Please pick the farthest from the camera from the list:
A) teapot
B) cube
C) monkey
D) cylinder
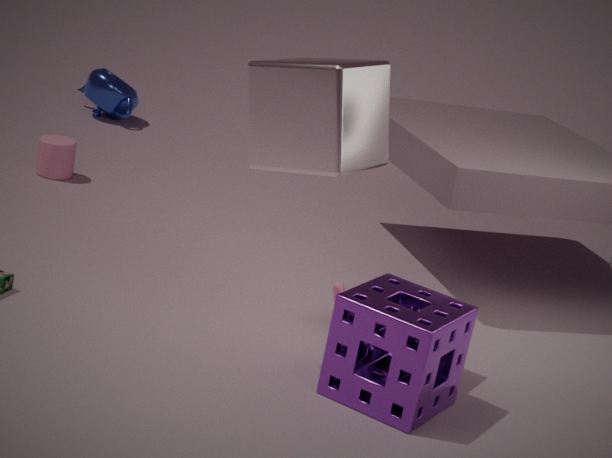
teapot
